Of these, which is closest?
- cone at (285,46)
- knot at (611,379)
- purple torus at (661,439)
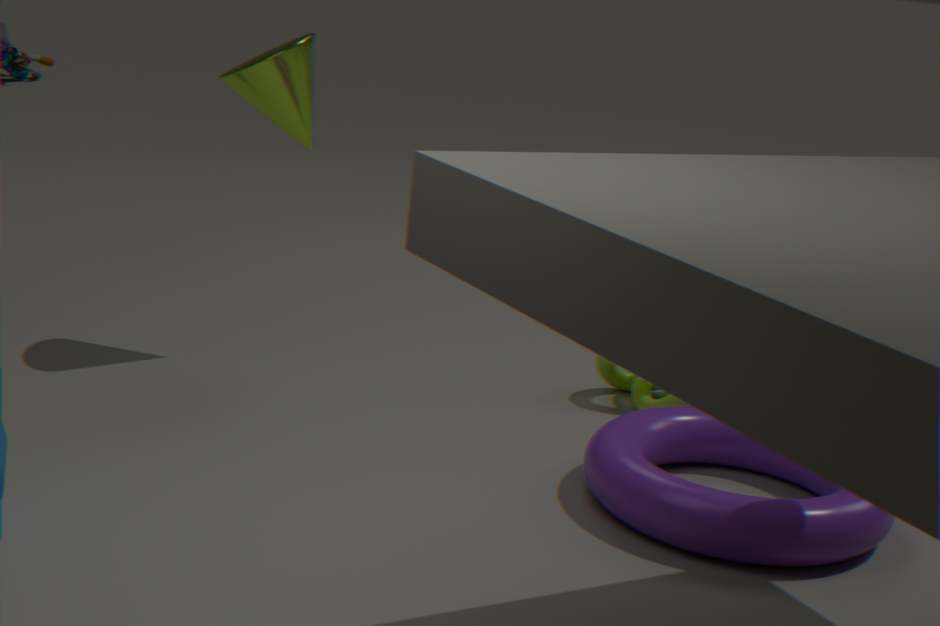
purple torus at (661,439)
